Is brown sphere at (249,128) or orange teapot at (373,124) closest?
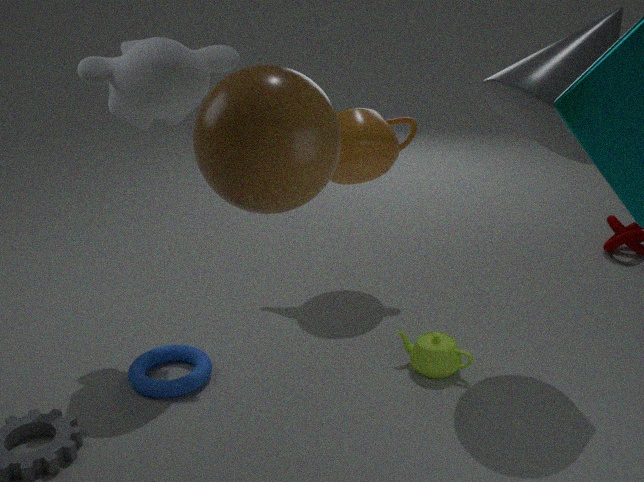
brown sphere at (249,128)
